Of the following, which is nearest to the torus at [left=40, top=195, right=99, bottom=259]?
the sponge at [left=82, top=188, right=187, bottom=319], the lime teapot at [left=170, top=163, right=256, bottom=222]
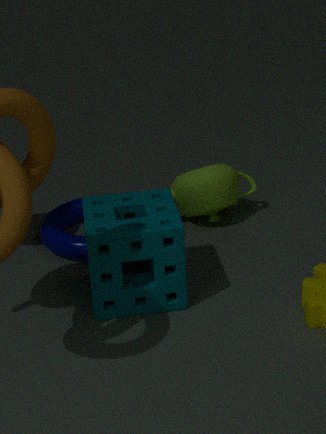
the lime teapot at [left=170, top=163, right=256, bottom=222]
